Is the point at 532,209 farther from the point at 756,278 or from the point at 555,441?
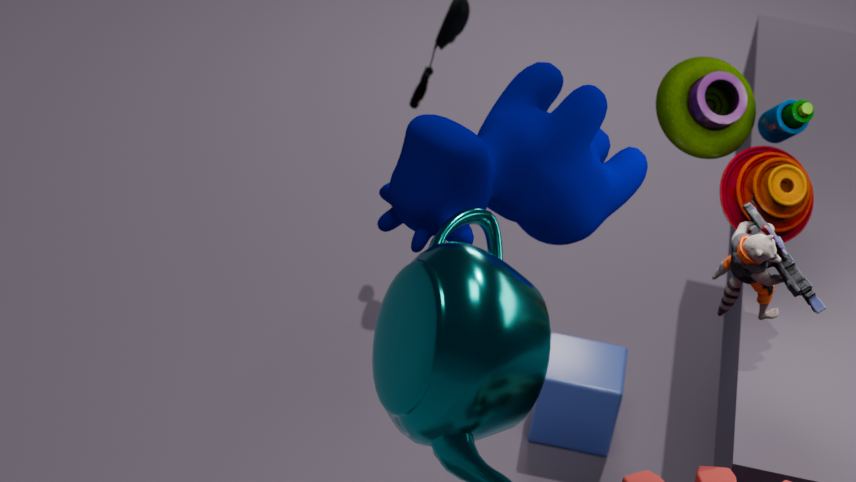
the point at 555,441
